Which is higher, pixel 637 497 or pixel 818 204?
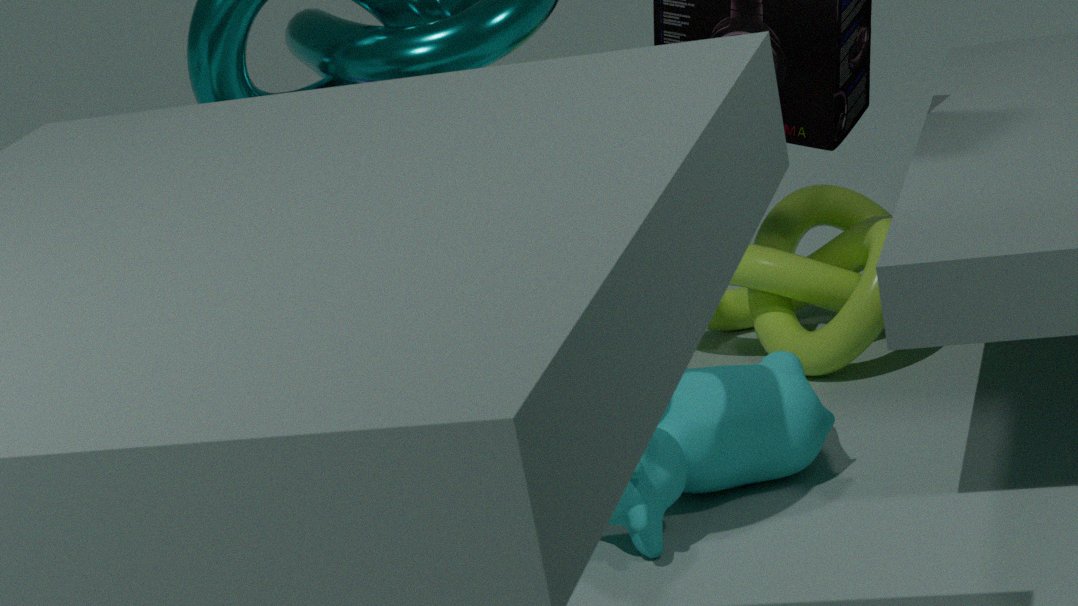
pixel 818 204
